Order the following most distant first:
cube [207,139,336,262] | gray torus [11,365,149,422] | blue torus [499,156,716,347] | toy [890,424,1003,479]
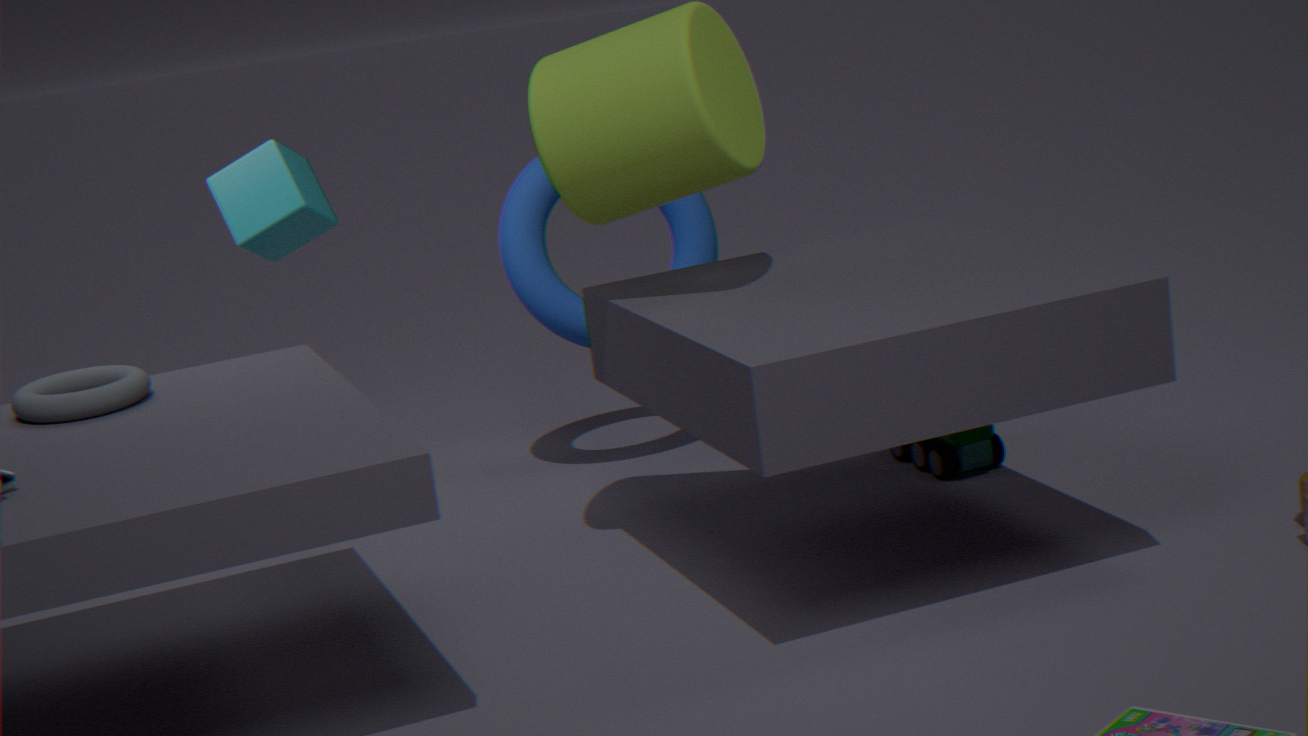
blue torus [499,156,716,347]
toy [890,424,1003,479]
cube [207,139,336,262]
gray torus [11,365,149,422]
